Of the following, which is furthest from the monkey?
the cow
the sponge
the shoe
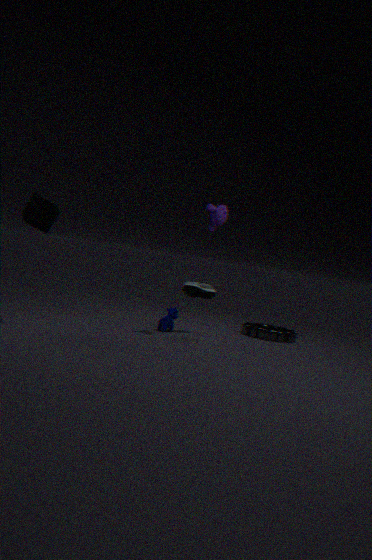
the sponge
